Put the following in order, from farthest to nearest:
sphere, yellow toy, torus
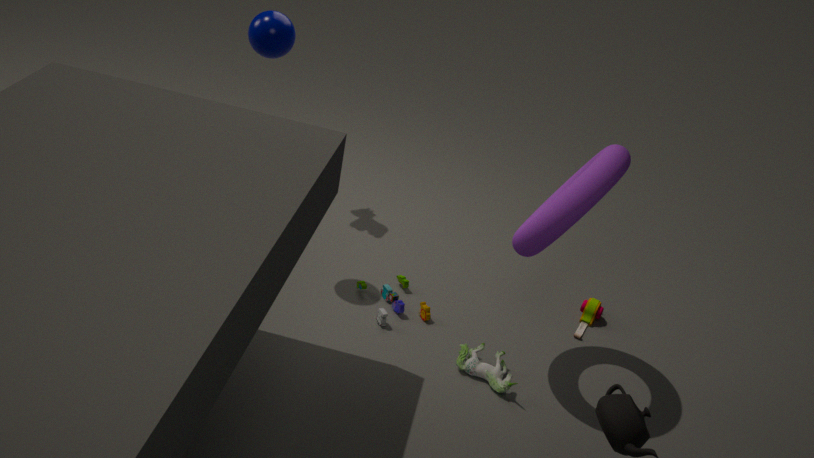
yellow toy, sphere, torus
